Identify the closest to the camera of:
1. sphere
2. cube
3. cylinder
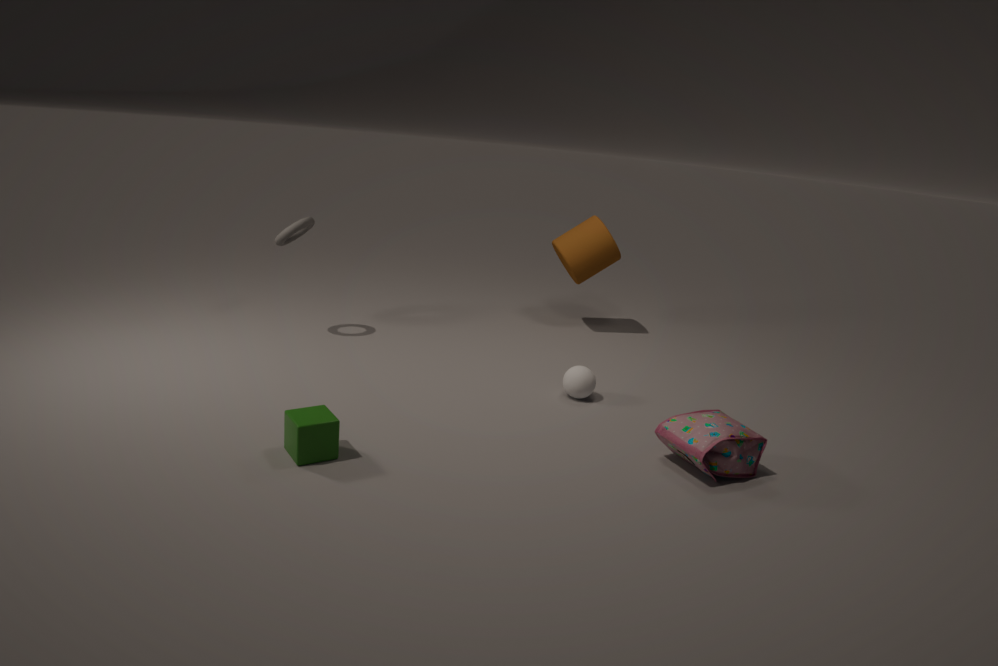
cube
